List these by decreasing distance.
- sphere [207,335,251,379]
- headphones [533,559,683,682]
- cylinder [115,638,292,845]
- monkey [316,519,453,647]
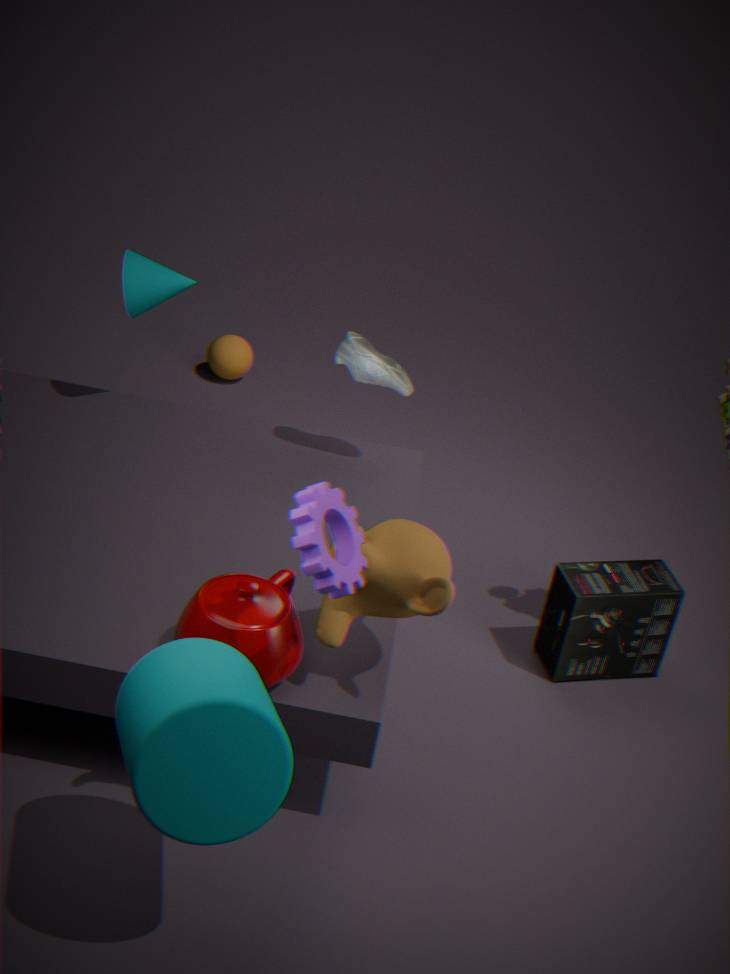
sphere [207,335,251,379] < headphones [533,559,683,682] < monkey [316,519,453,647] < cylinder [115,638,292,845]
